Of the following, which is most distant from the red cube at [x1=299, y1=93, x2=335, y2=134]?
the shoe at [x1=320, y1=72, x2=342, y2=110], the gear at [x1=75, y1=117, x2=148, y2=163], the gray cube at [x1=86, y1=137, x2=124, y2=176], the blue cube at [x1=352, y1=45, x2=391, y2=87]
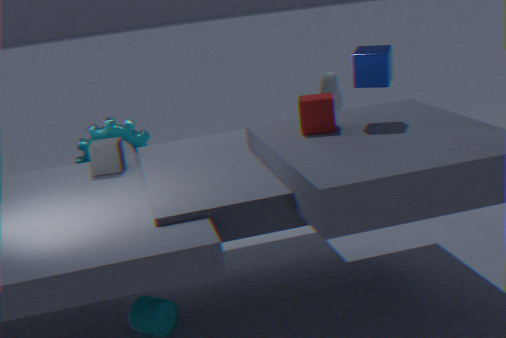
the gear at [x1=75, y1=117, x2=148, y2=163]
